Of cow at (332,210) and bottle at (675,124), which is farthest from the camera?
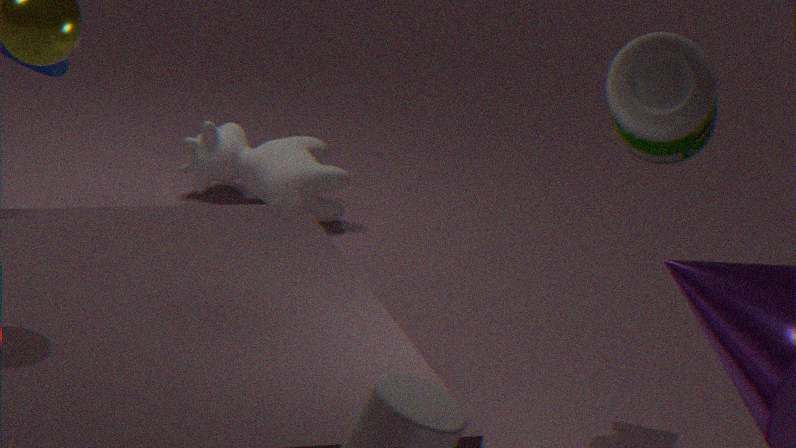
cow at (332,210)
